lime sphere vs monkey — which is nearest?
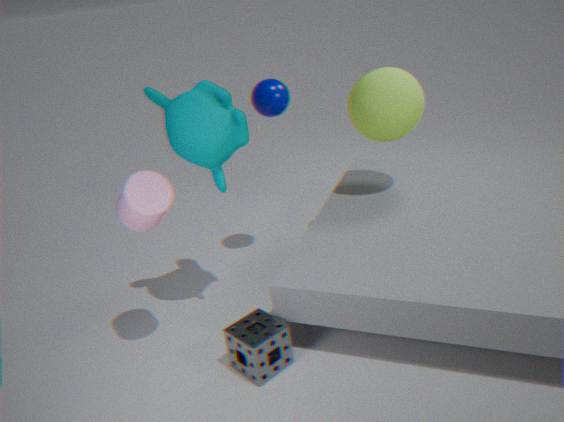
monkey
